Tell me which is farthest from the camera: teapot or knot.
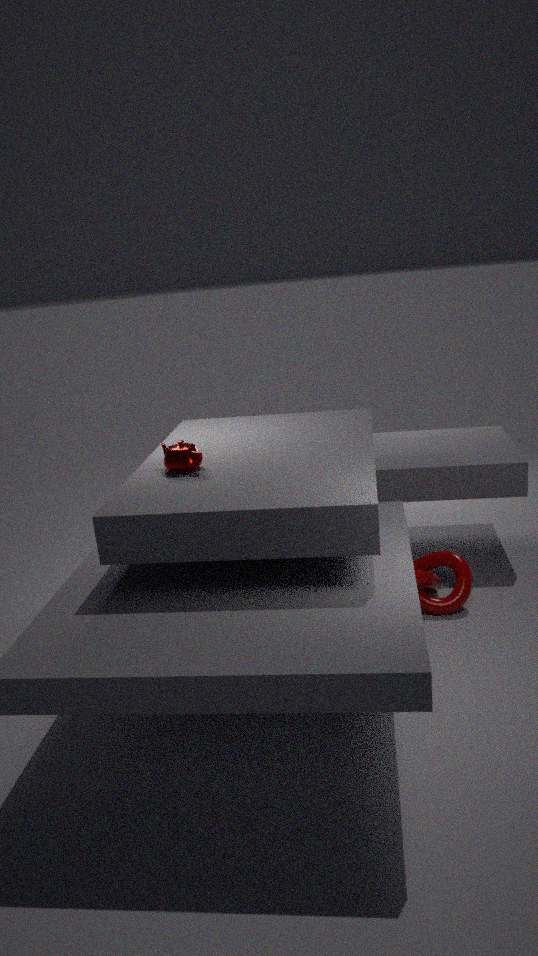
knot
